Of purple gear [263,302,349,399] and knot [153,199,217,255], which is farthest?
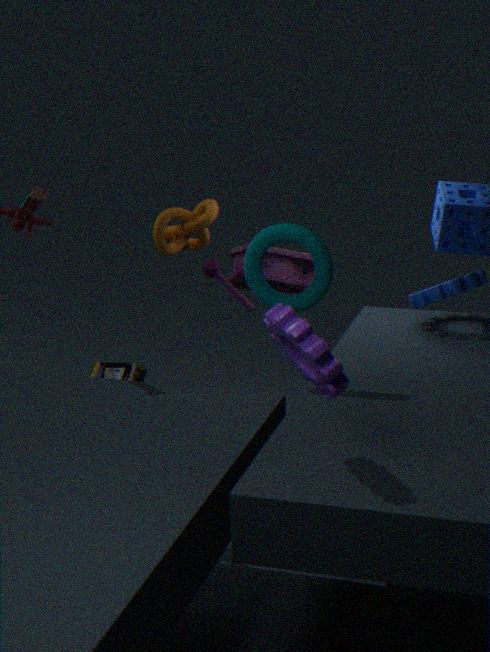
knot [153,199,217,255]
